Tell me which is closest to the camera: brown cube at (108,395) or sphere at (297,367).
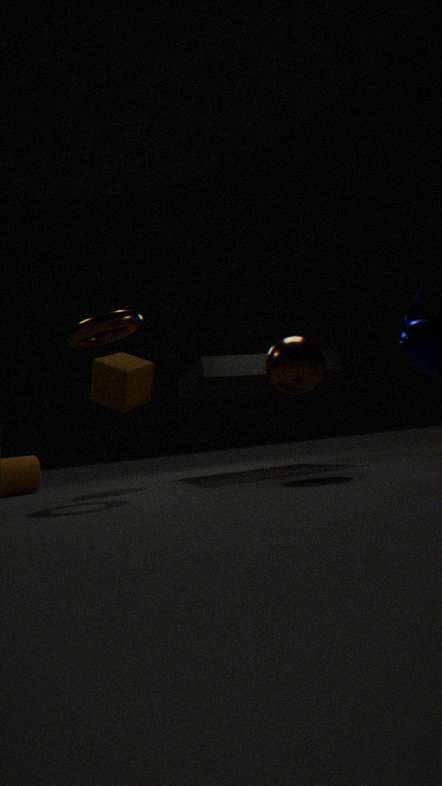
sphere at (297,367)
